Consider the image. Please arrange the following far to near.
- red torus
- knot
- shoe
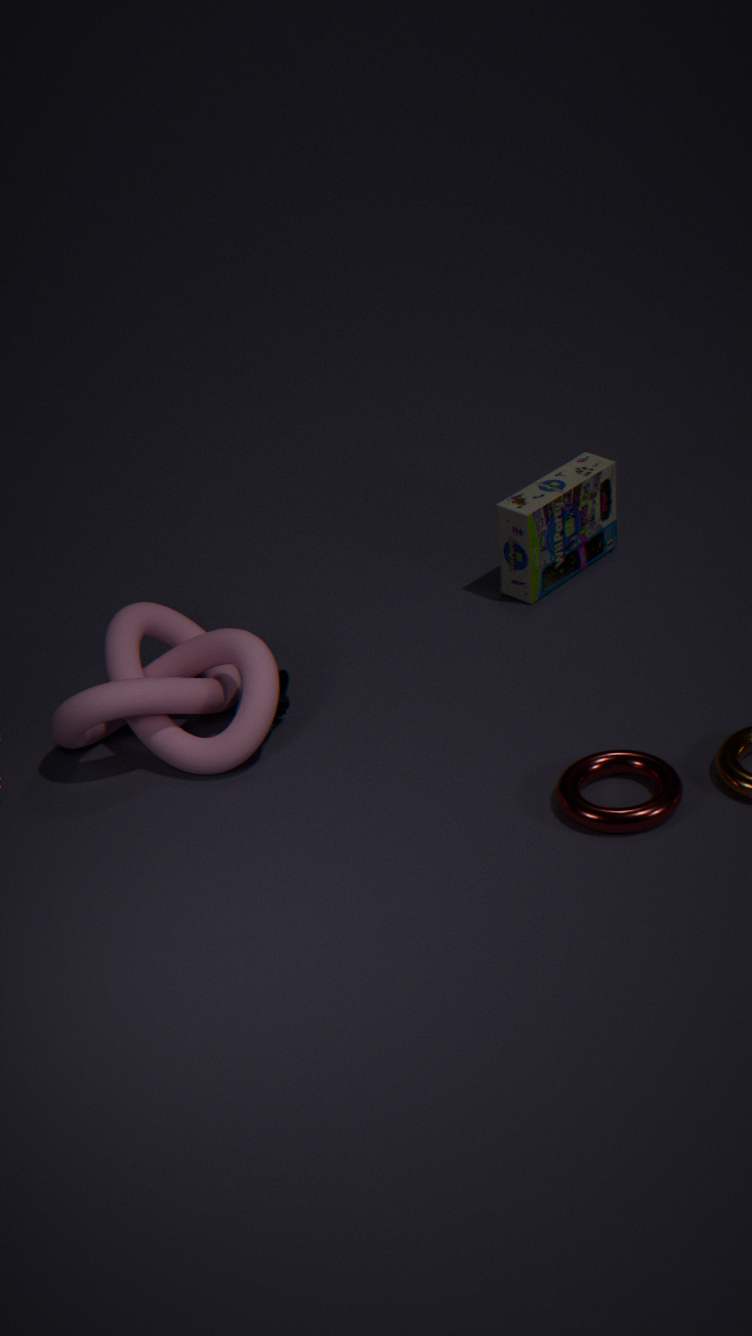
shoe < knot < red torus
